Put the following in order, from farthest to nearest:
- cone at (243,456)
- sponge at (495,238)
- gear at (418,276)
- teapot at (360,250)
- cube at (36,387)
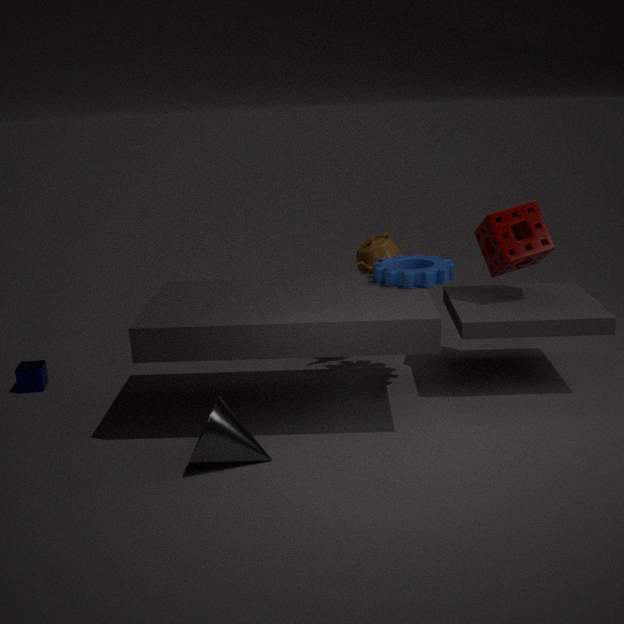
teapot at (360,250) < cube at (36,387) < sponge at (495,238) < gear at (418,276) < cone at (243,456)
